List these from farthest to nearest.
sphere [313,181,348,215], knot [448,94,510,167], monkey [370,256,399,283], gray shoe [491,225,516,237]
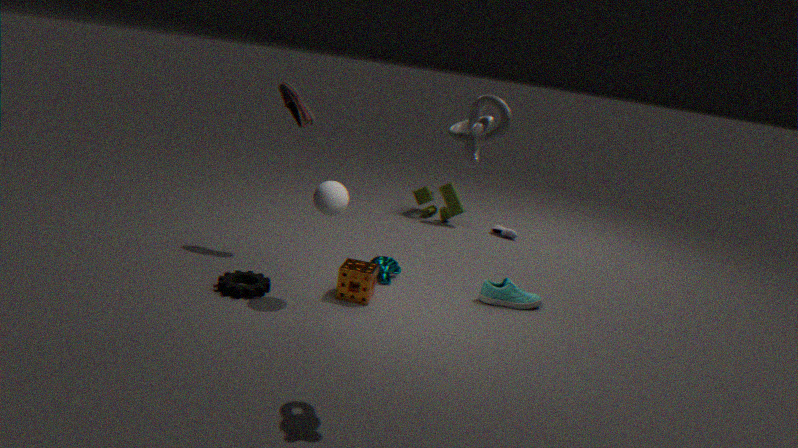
gray shoe [491,225,516,237]
monkey [370,256,399,283]
sphere [313,181,348,215]
knot [448,94,510,167]
